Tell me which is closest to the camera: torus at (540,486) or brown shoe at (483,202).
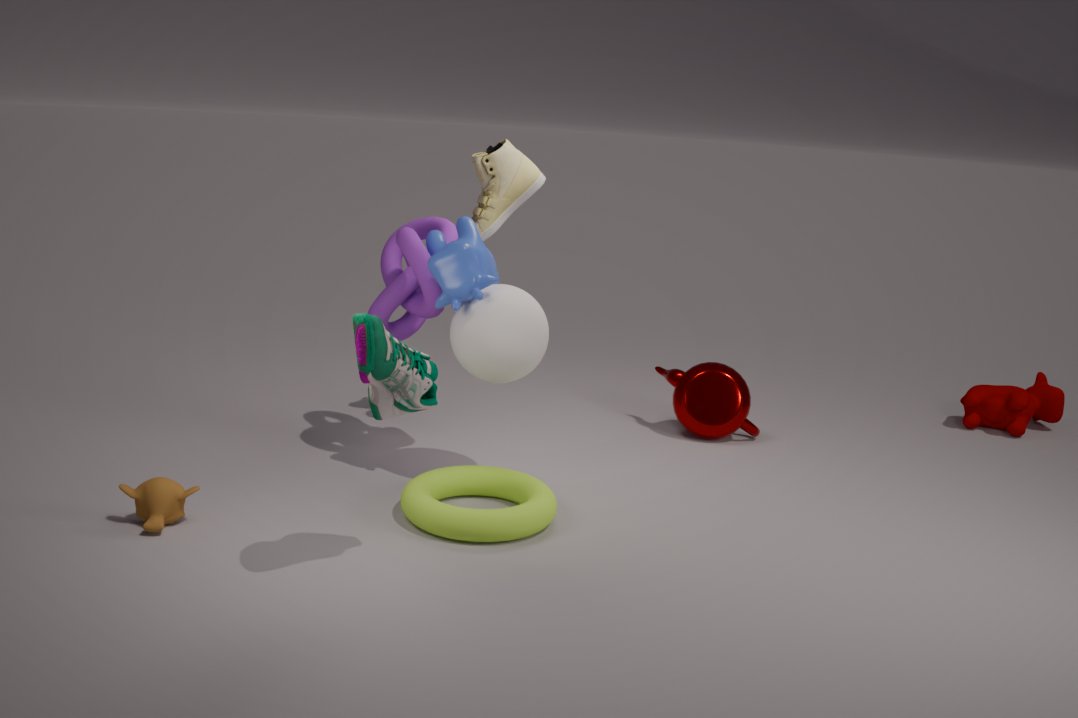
torus at (540,486)
